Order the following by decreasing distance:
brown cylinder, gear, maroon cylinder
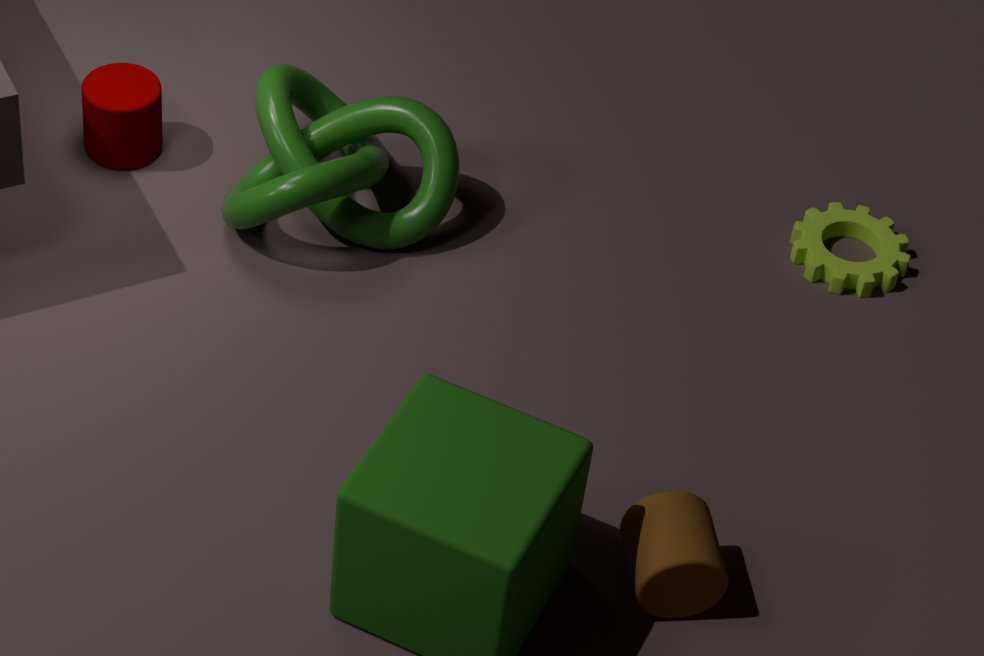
gear < maroon cylinder < brown cylinder
